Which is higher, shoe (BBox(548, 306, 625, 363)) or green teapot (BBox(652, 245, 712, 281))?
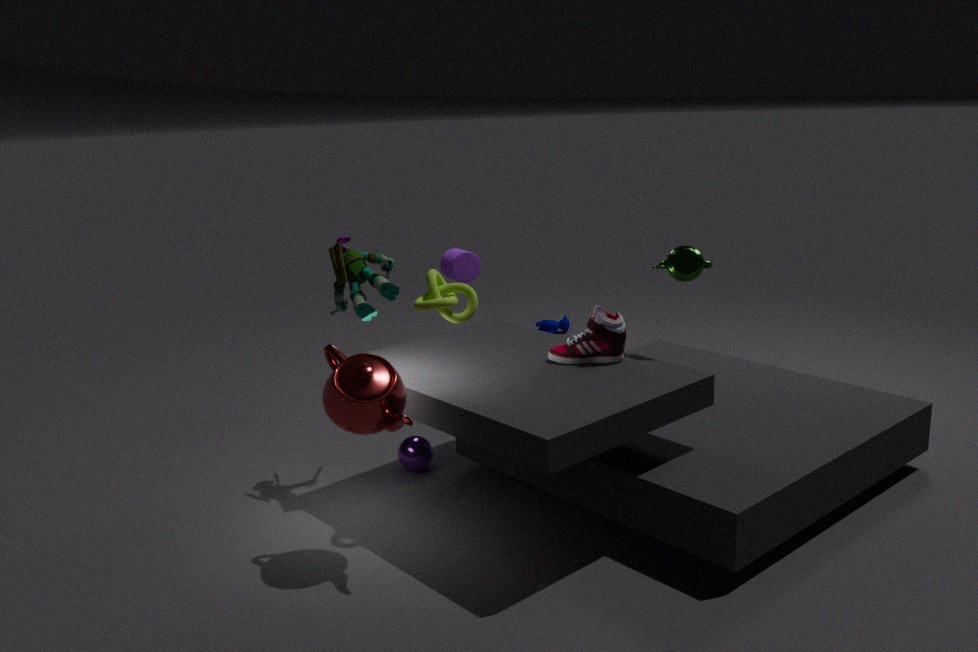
green teapot (BBox(652, 245, 712, 281))
